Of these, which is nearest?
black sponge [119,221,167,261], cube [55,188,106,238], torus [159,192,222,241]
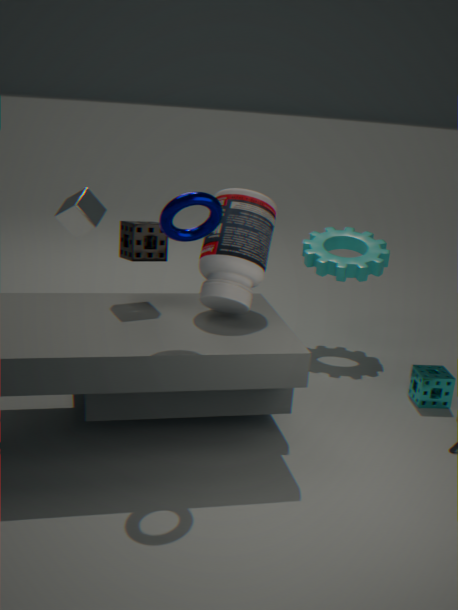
torus [159,192,222,241]
